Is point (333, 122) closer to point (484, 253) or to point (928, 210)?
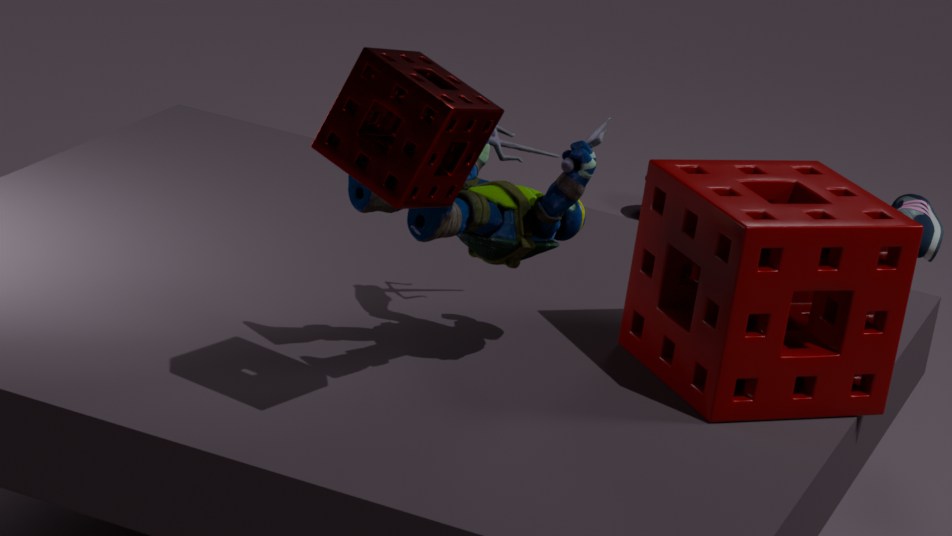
point (484, 253)
